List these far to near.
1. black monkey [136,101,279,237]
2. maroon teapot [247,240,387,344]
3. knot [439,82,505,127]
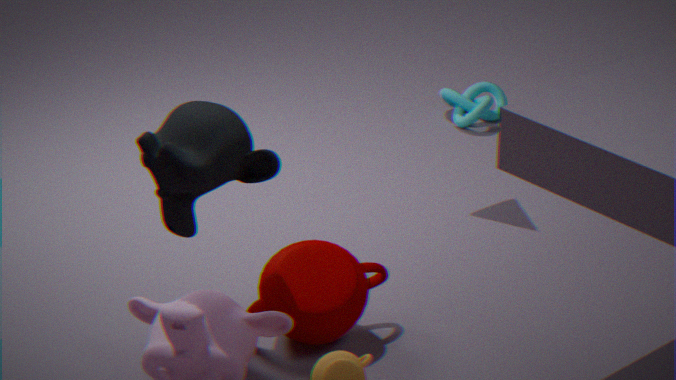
knot [439,82,505,127] < maroon teapot [247,240,387,344] < black monkey [136,101,279,237]
